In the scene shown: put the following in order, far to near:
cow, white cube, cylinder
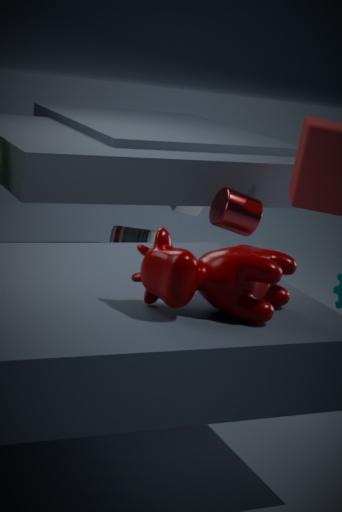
white cube
cylinder
cow
